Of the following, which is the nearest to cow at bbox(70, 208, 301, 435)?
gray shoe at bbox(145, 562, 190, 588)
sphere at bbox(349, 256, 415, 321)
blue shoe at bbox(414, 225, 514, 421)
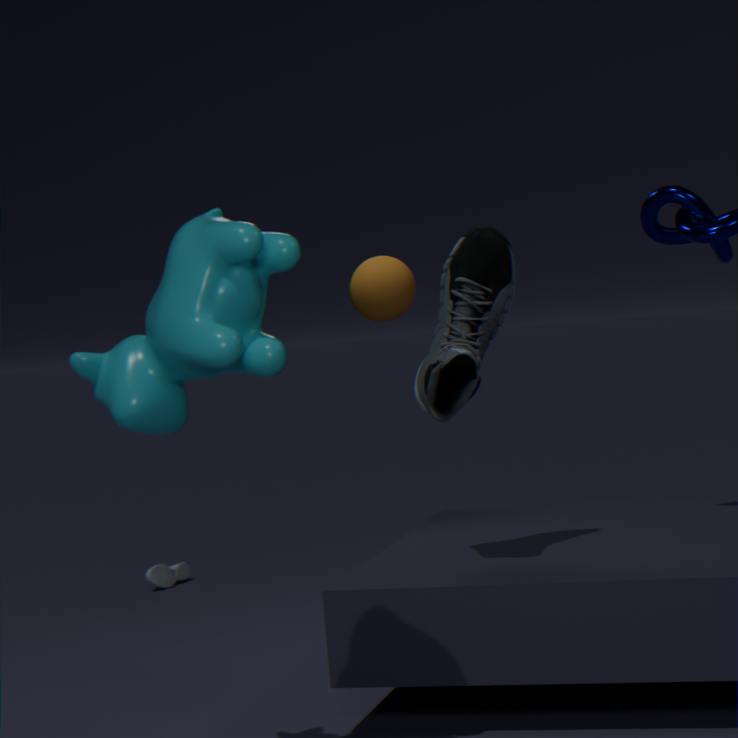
blue shoe at bbox(414, 225, 514, 421)
